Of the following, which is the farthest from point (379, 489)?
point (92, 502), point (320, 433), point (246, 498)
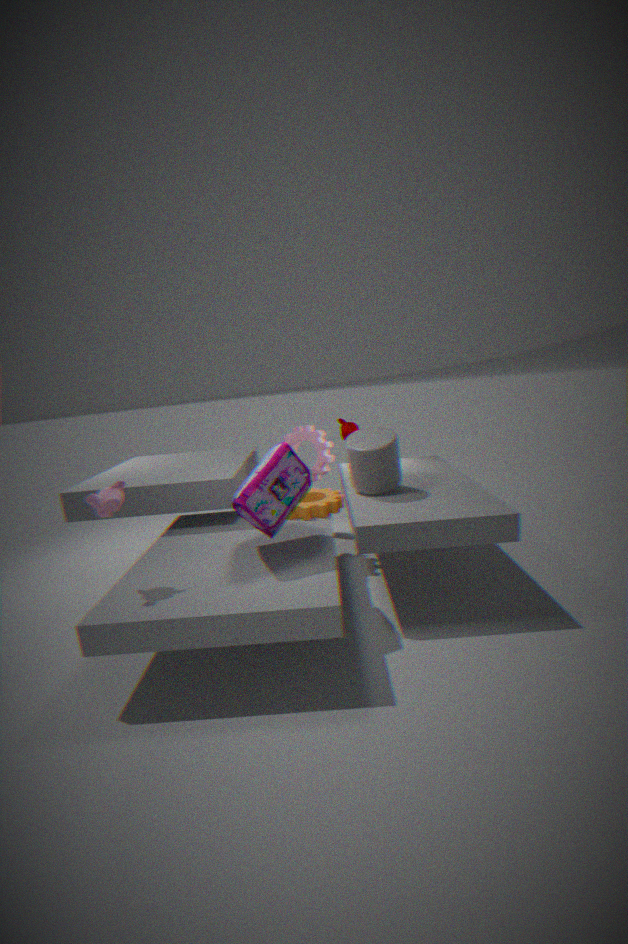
point (92, 502)
